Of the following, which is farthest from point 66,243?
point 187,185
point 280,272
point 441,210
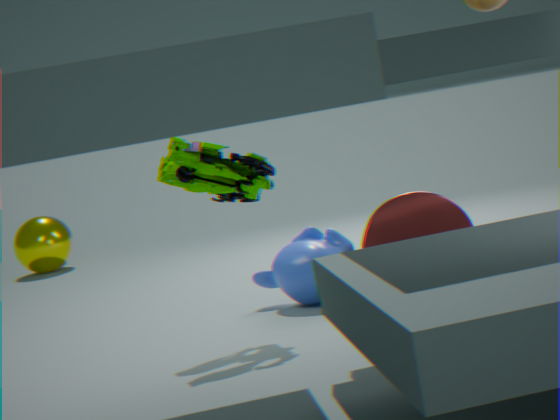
point 441,210
